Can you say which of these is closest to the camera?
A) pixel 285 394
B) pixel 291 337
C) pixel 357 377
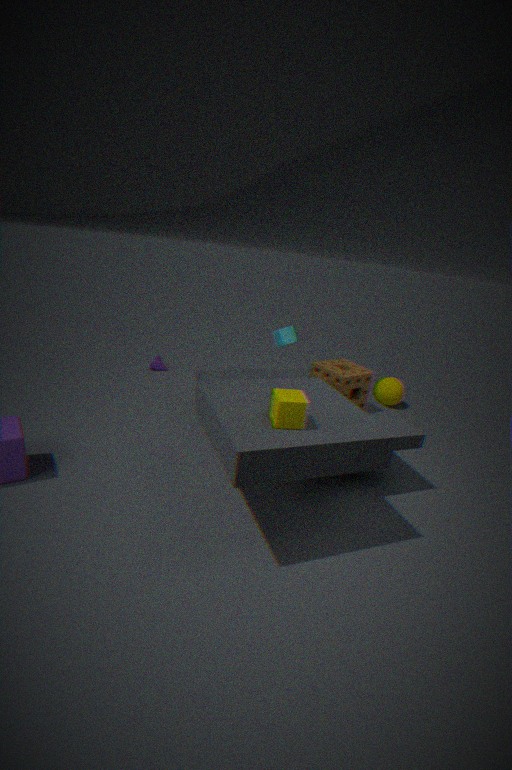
pixel 285 394
